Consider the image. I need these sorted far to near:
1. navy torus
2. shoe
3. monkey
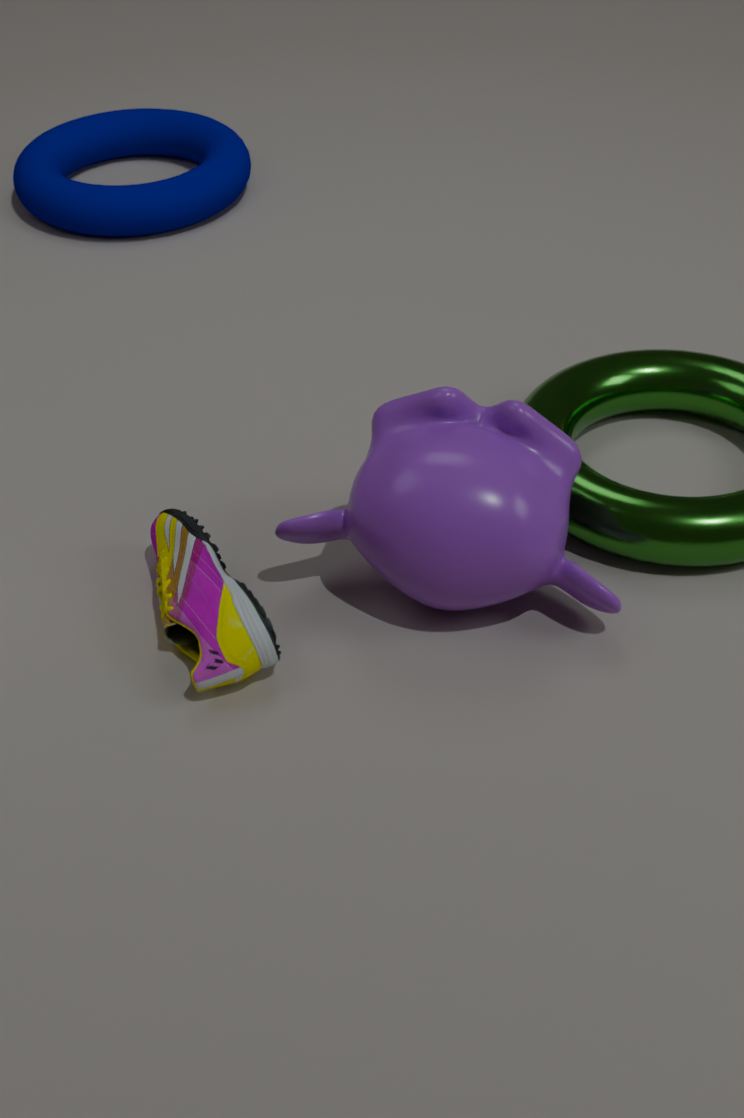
navy torus, monkey, shoe
